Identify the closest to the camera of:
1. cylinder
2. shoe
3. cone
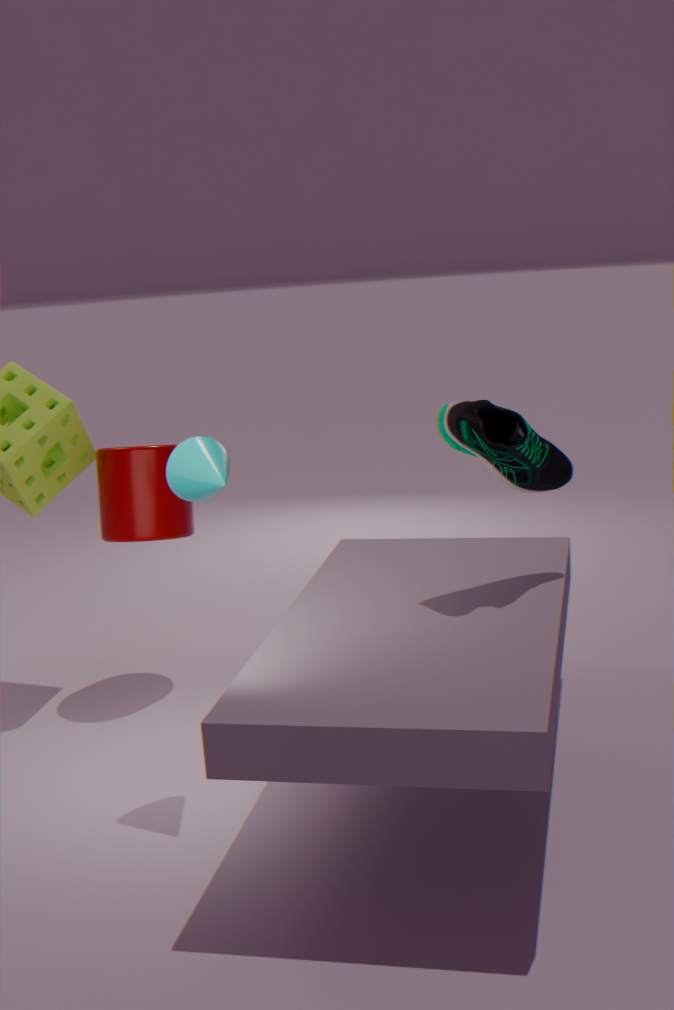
cone
